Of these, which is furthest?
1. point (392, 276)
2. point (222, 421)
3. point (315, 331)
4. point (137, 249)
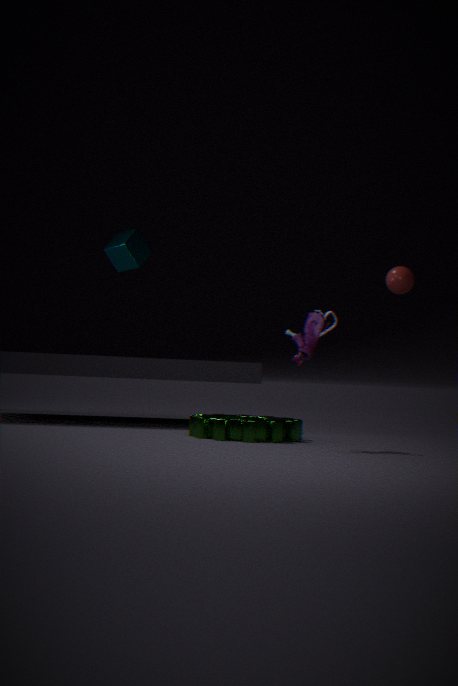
point (392, 276)
